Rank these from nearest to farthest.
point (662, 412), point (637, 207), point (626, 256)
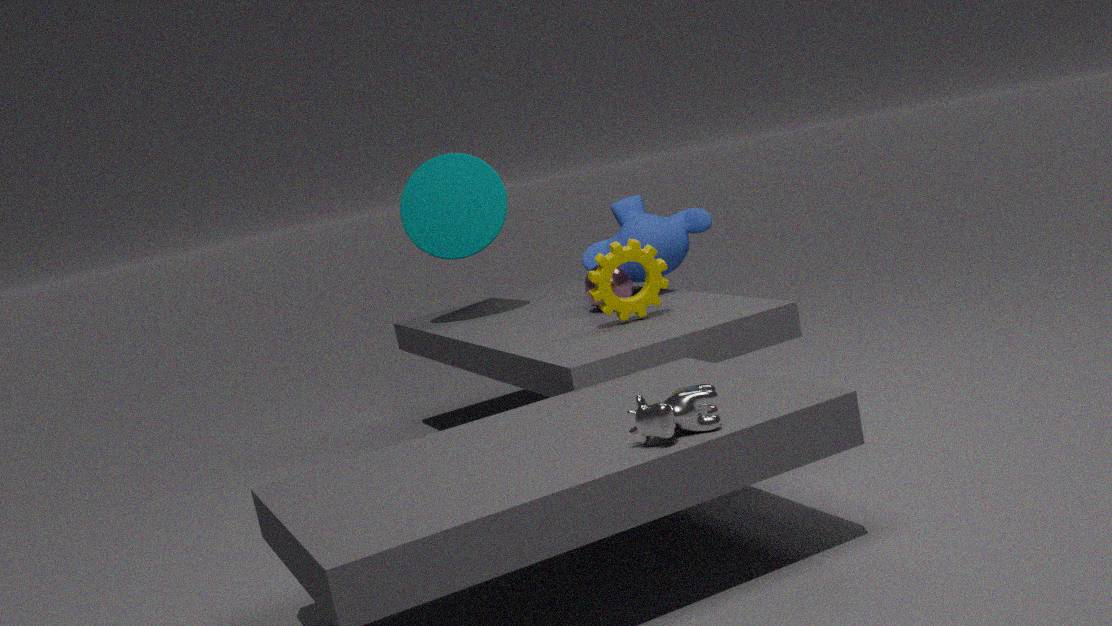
point (662, 412), point (626, 256), point (637, 207)
